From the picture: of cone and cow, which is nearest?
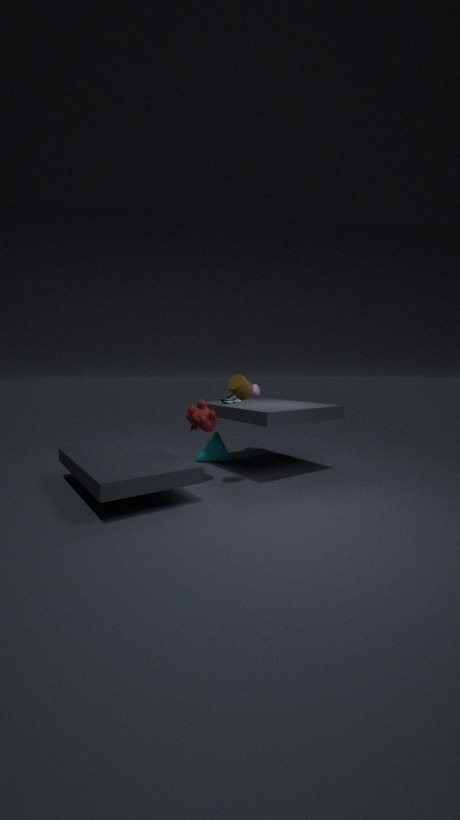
cow
